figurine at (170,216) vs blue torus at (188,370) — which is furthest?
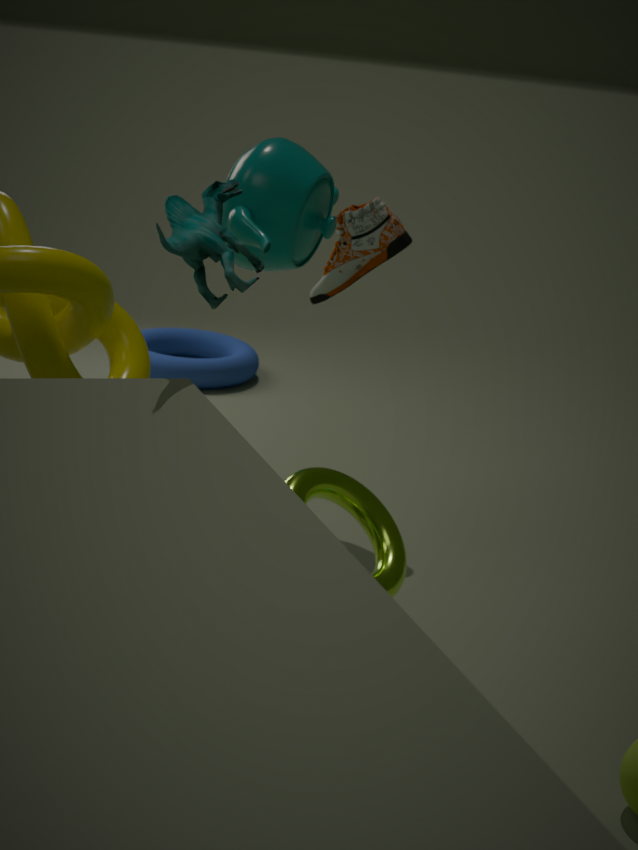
blue torus at (188,370)
